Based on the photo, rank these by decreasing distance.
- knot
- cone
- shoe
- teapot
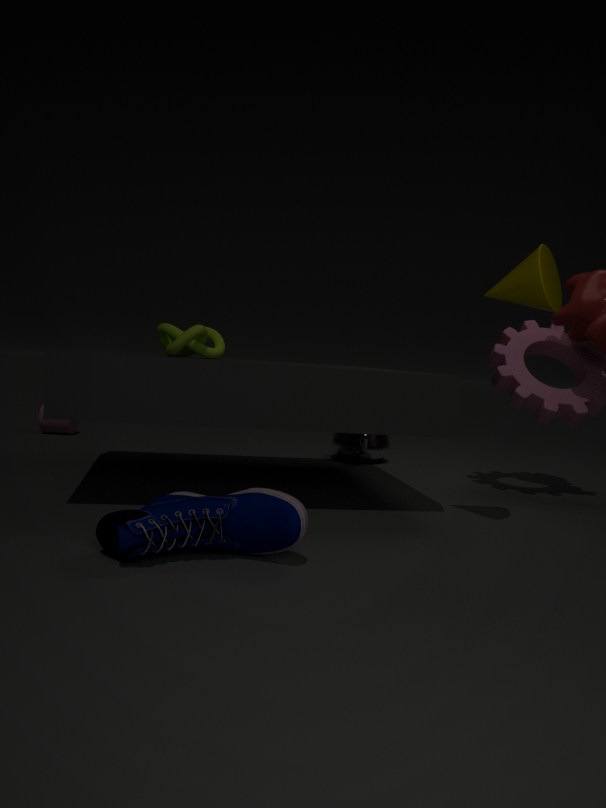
teapot, knot, cone, shoe
